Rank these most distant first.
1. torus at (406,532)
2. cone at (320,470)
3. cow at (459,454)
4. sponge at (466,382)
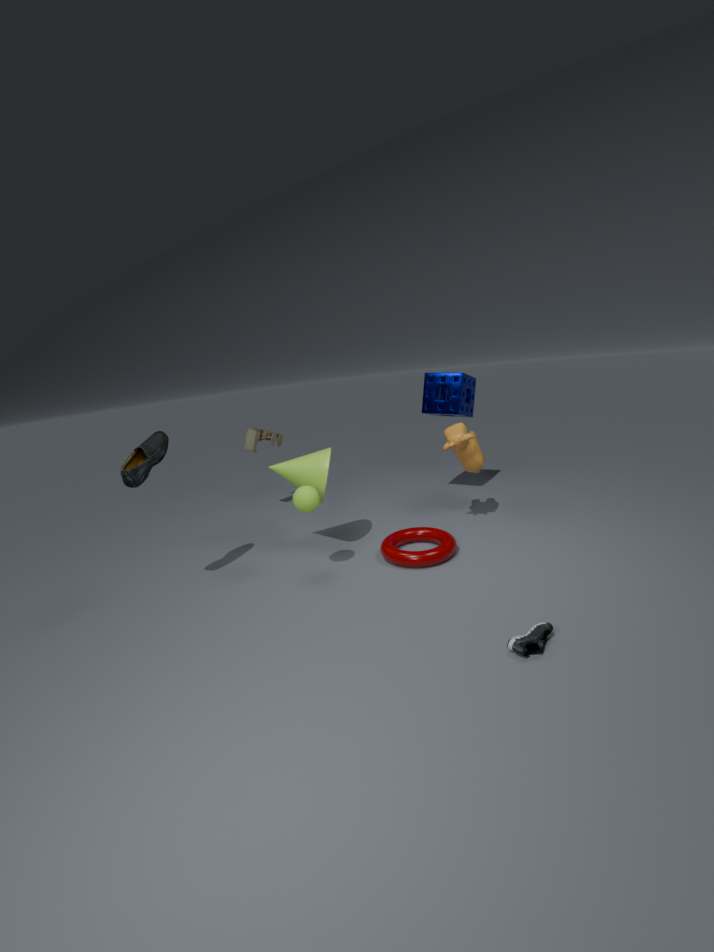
sponge at (466,382), cow at (459,454), cone at (320,470), torus at (406,532)
